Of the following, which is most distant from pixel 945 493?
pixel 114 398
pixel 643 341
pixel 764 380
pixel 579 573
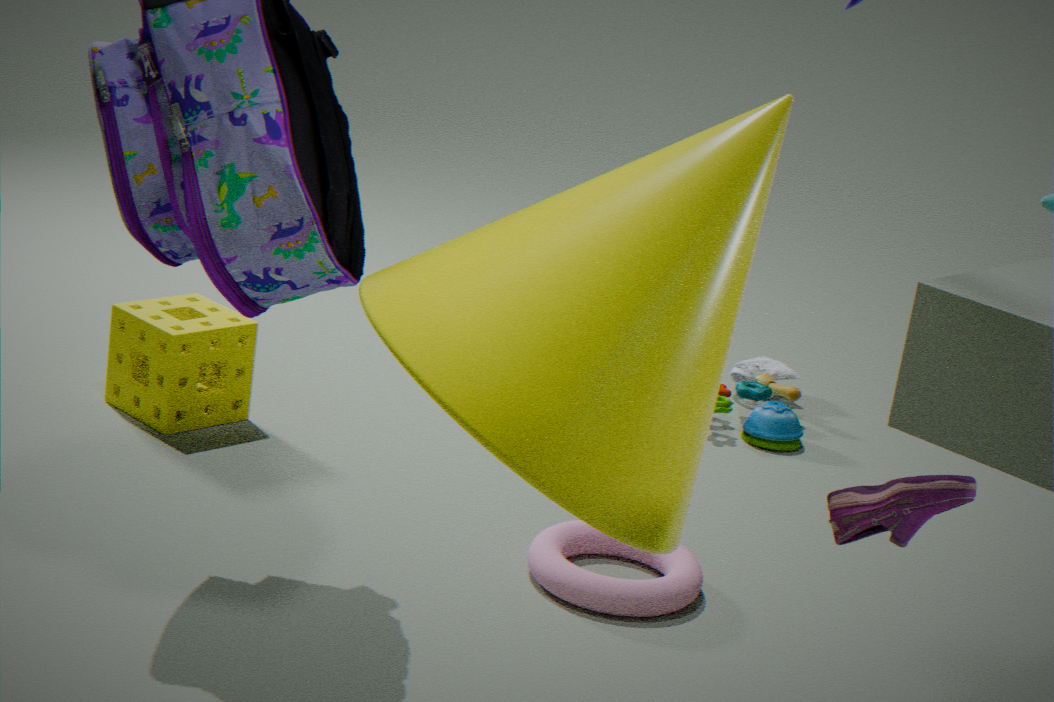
pixel 764 380
